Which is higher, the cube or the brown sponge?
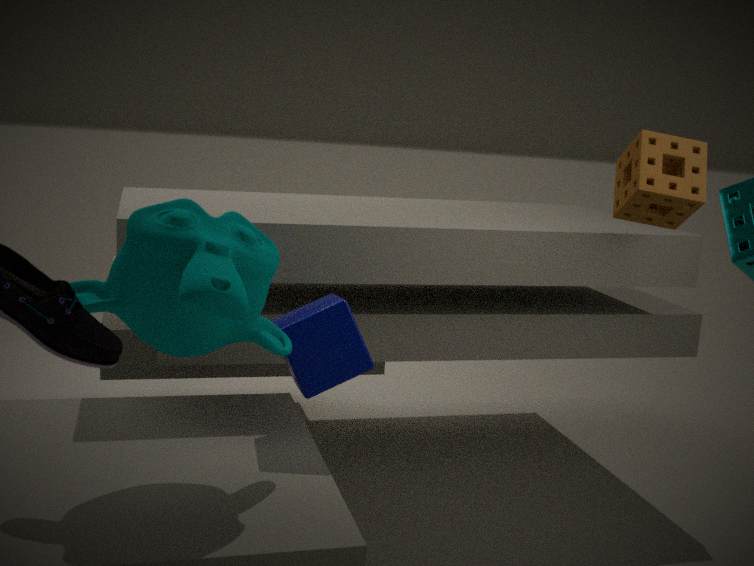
the brown sponge
